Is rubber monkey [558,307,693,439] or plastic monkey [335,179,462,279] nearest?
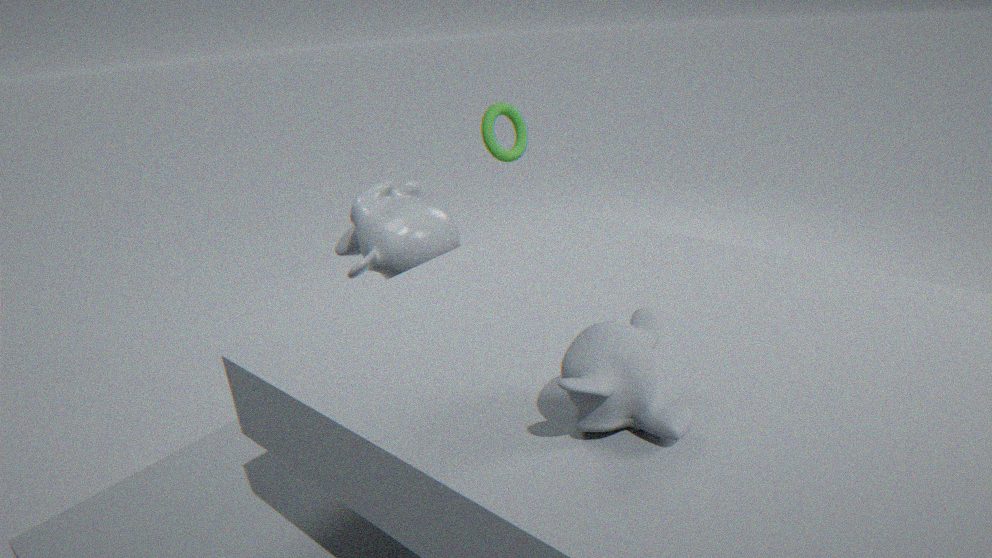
rubber monkey [558,307,693,439]
